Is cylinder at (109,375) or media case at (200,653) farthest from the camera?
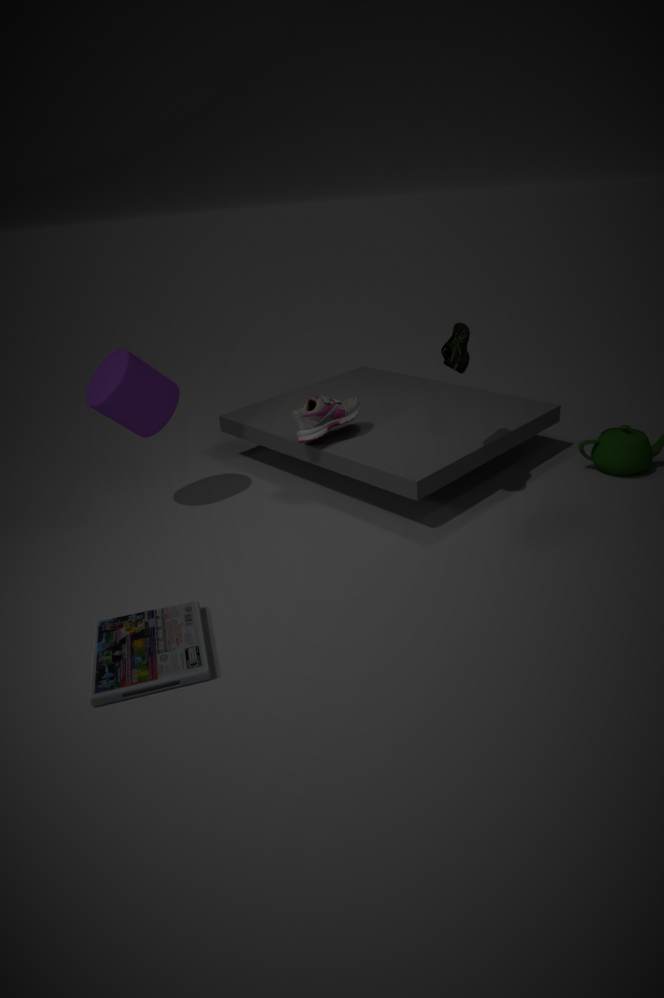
cylinder at (109,375)
